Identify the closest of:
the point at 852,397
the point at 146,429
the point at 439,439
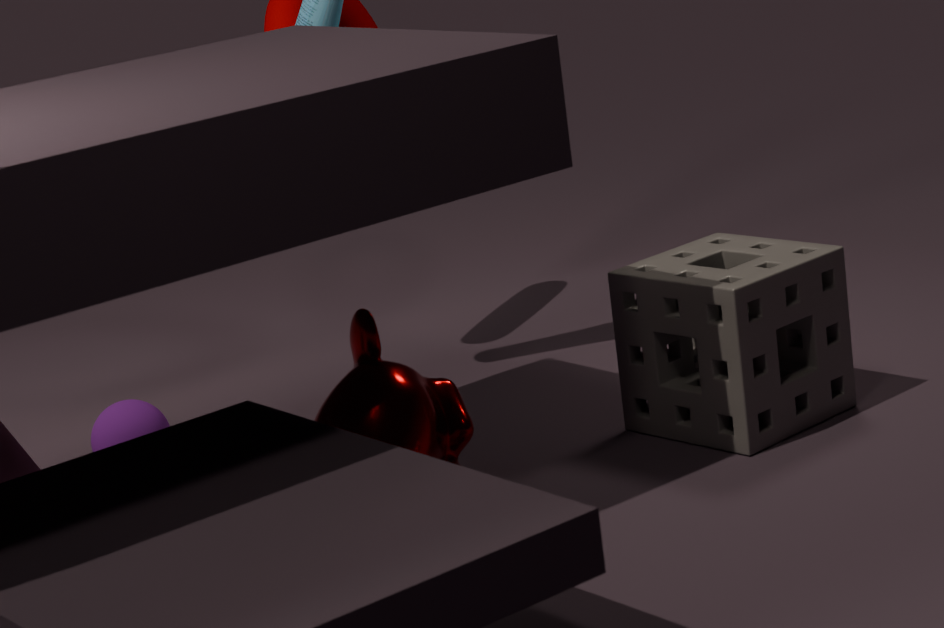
the point at 439,439
